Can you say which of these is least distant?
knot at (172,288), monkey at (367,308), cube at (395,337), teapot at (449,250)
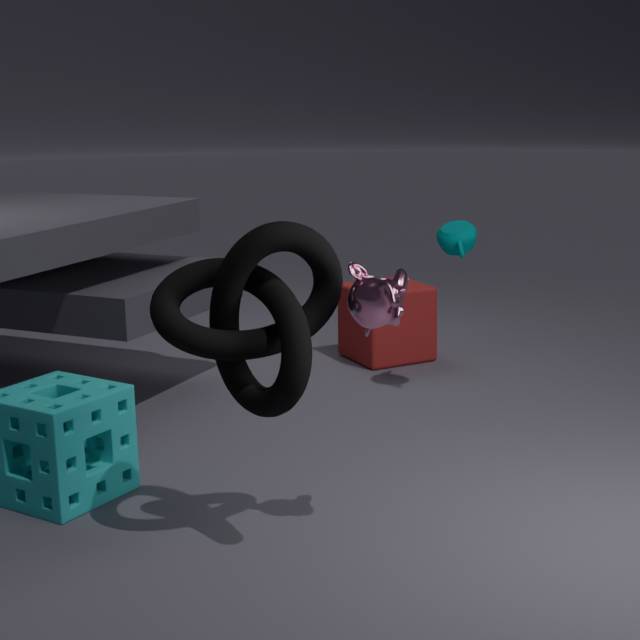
knot at (172,288)
